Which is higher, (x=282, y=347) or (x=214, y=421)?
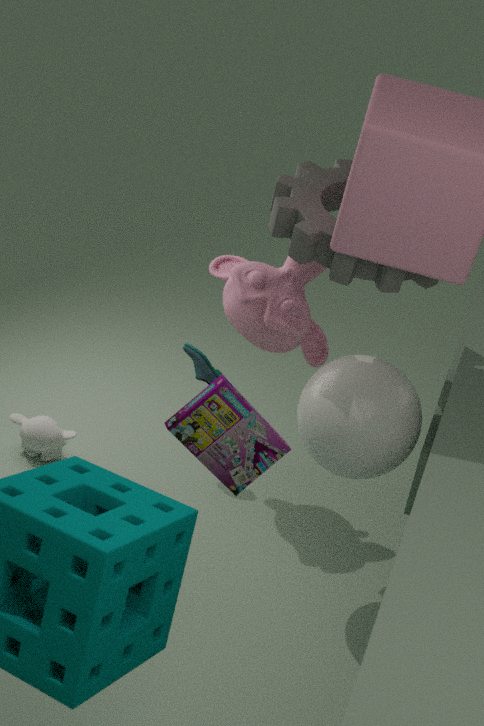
(x=214, y=421)
